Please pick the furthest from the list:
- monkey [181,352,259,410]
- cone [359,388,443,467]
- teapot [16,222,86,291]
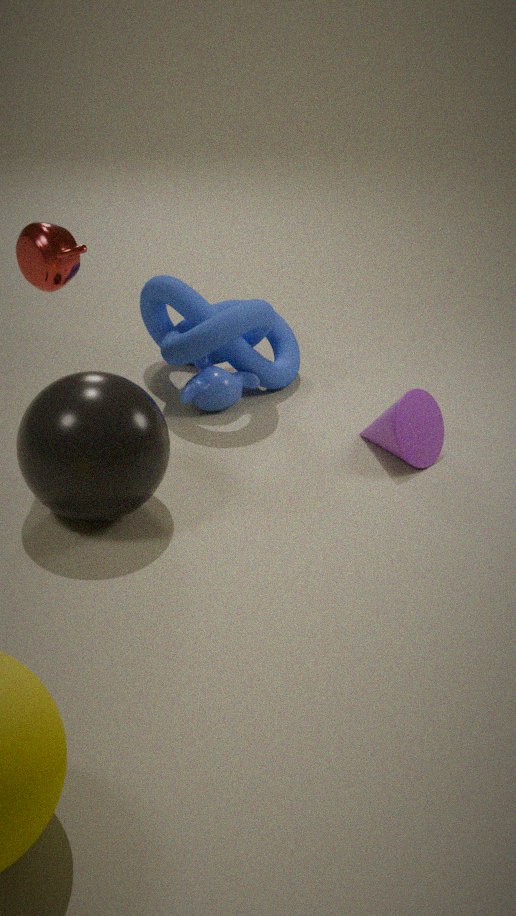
monkey [181,352,259,410]
